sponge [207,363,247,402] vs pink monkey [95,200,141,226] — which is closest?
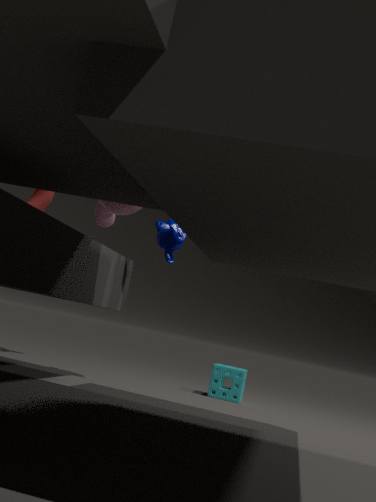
pink monkey [95,200,141,226]
